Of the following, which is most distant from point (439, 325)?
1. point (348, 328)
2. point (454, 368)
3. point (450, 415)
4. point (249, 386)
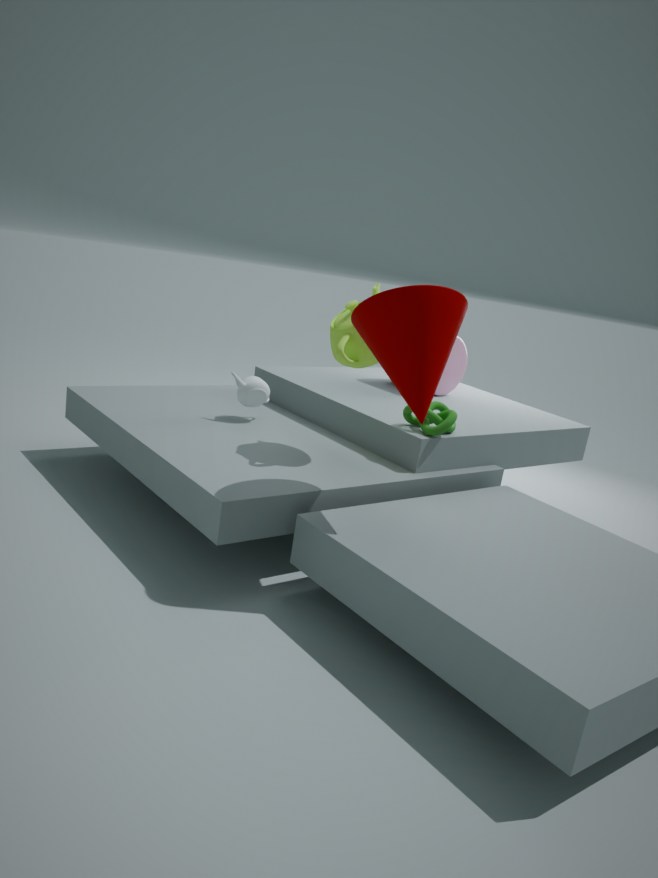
point (454, 368)
